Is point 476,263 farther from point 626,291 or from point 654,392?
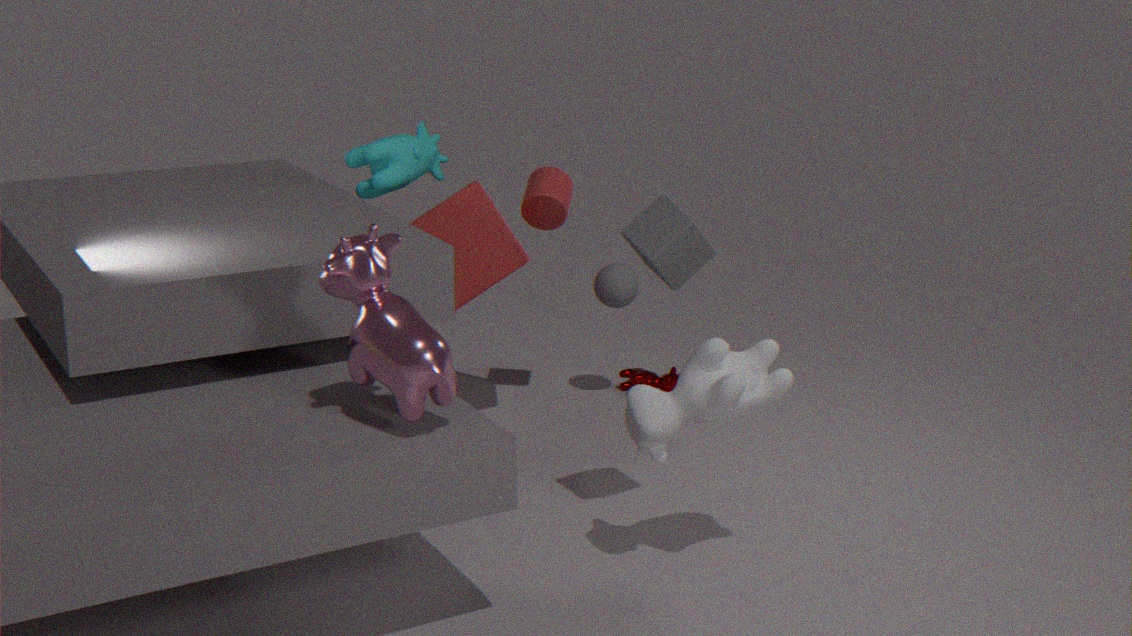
point 654,392
